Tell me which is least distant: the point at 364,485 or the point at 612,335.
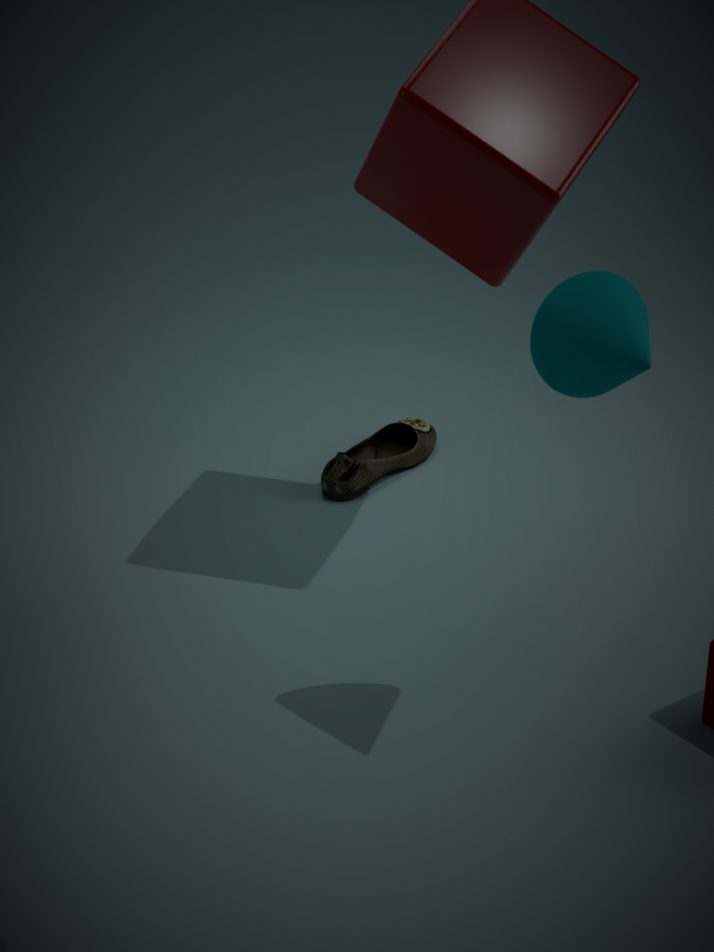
the point at 612,335
